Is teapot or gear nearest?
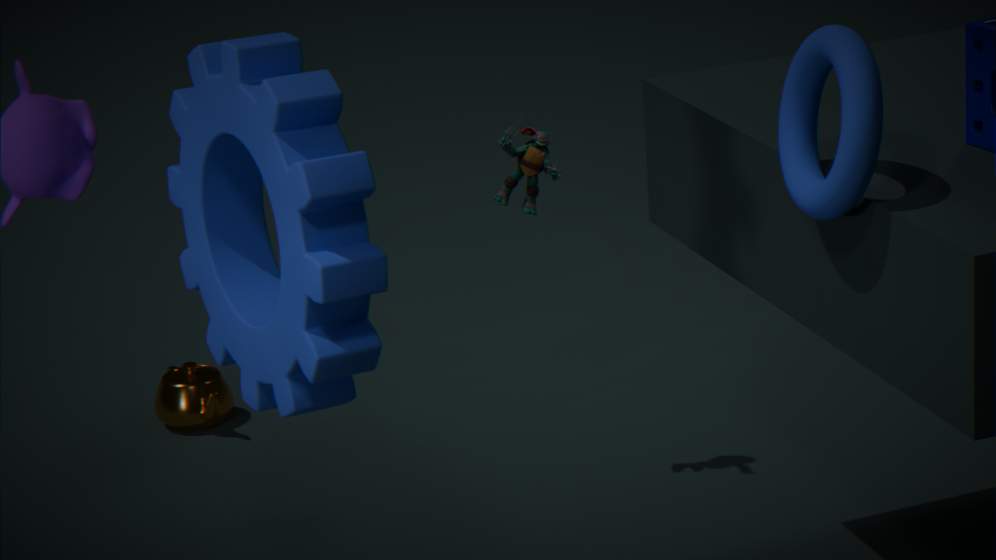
gear
